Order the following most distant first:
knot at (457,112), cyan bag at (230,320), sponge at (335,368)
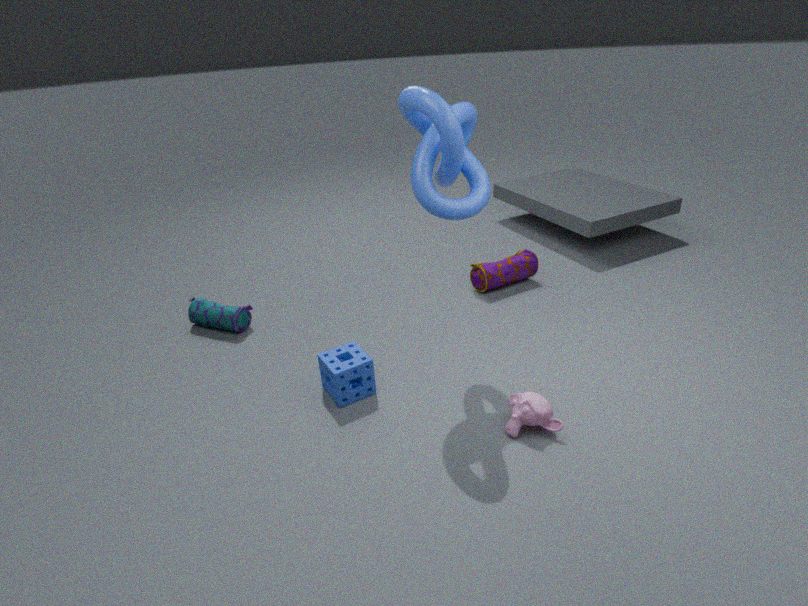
cyan bag at (230,320) < sponge at (335,368) < knot at (457,112)
